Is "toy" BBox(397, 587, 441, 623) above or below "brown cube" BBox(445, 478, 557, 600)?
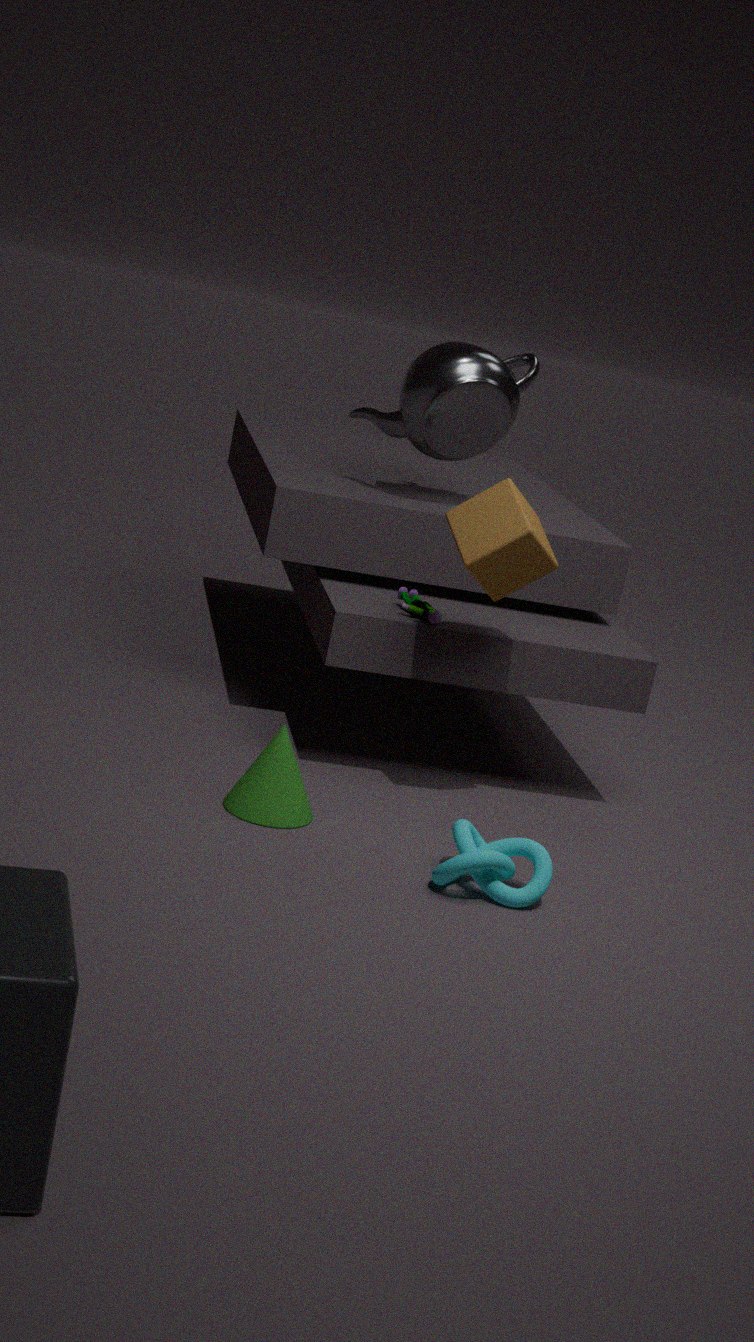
below
